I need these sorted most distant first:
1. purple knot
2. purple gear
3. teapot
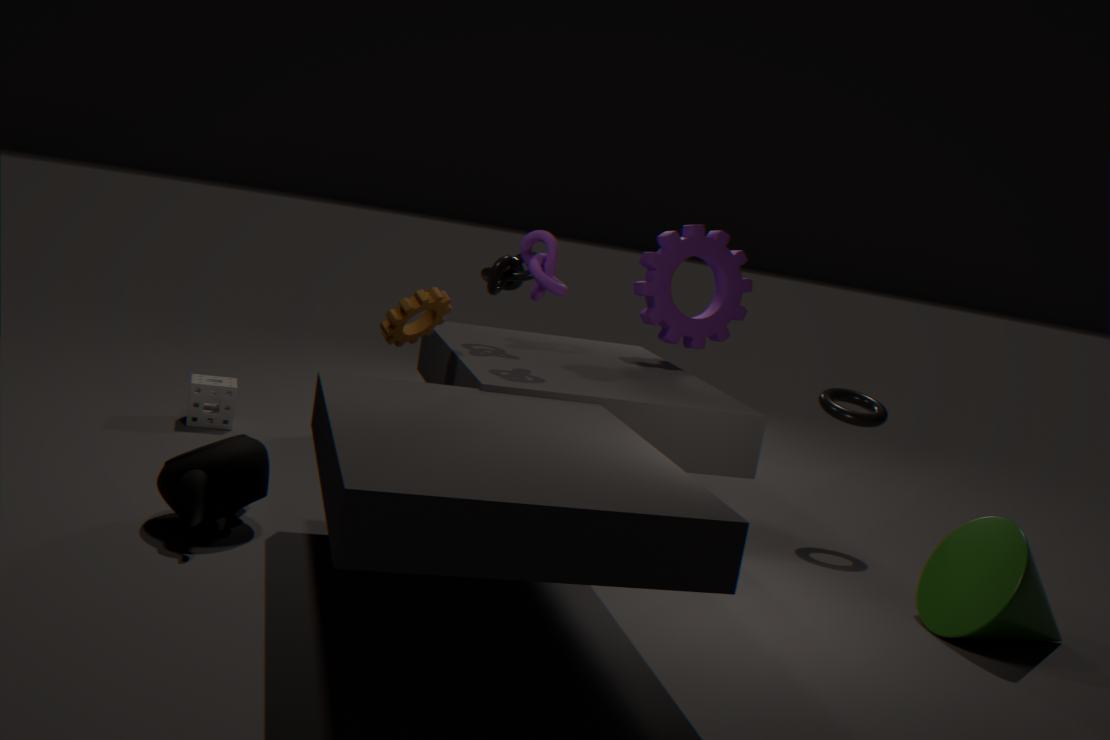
purple gear, purple knot, teapot
